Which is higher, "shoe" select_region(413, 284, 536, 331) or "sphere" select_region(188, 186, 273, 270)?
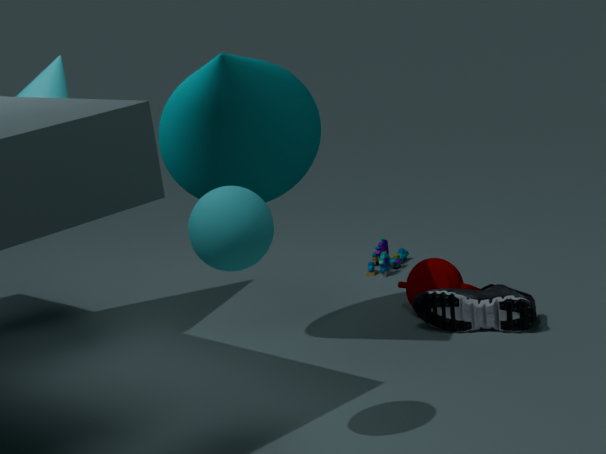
"sphere" select_region(188, 186, 273, 270)
